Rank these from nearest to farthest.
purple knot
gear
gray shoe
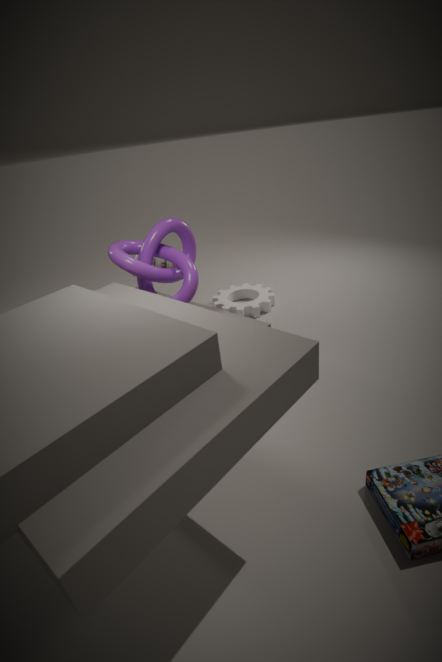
purple knot → gray shoe → gear
